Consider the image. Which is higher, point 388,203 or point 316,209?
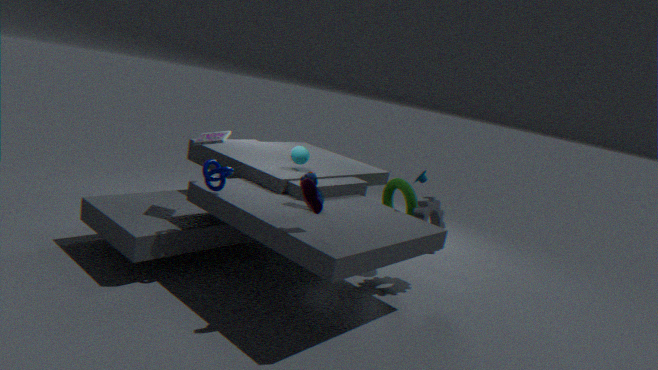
point 316,209
